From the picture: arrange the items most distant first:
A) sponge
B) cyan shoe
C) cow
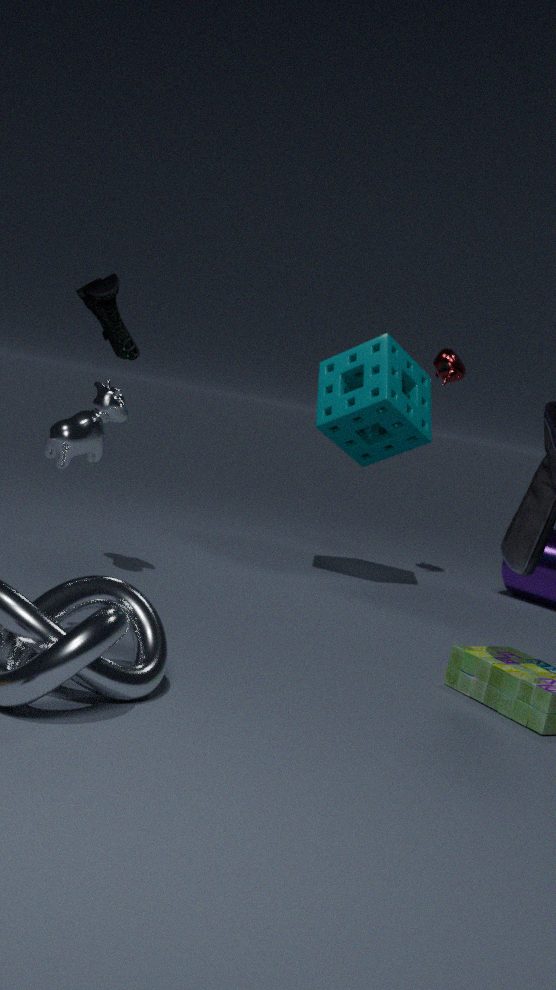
sponge, cyan shoe, cow
